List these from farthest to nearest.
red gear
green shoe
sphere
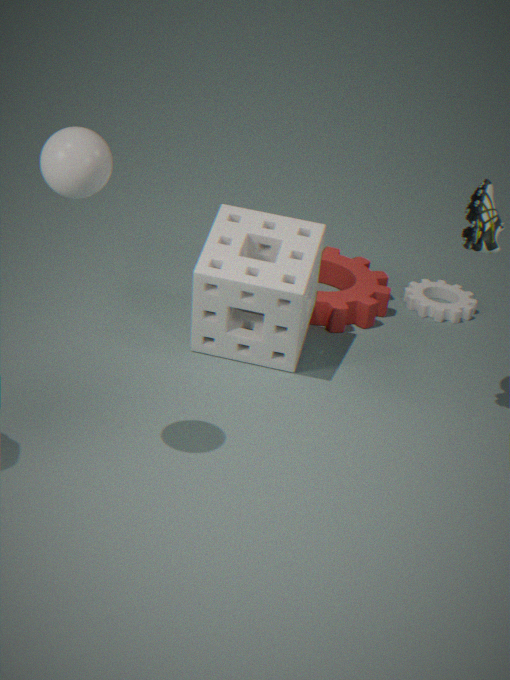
red gear → green shoe → sphere
